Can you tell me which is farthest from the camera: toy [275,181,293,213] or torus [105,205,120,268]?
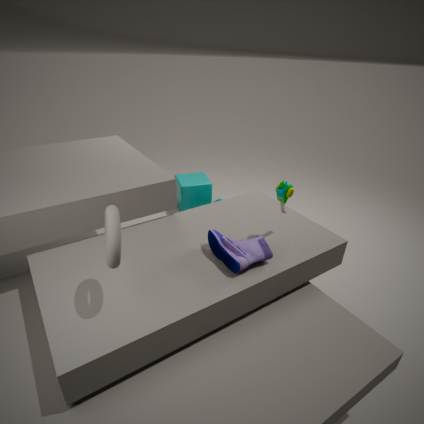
toy [275,181,293,213]
